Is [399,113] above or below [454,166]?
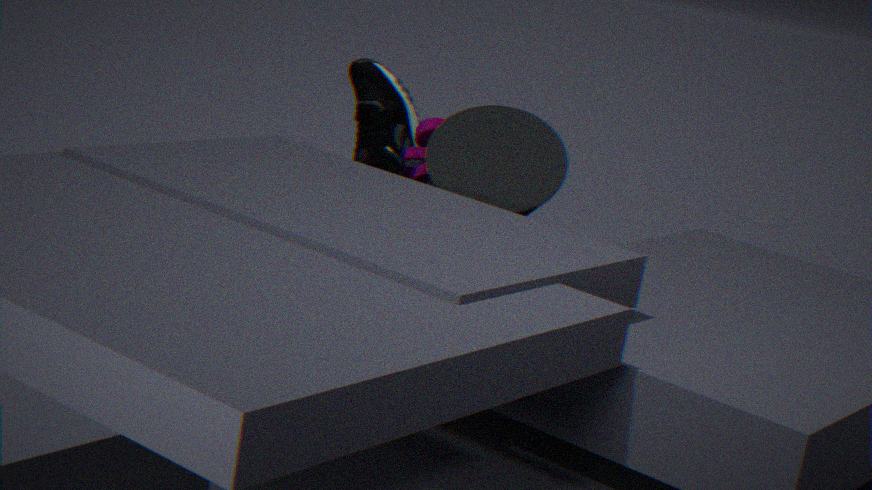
below
